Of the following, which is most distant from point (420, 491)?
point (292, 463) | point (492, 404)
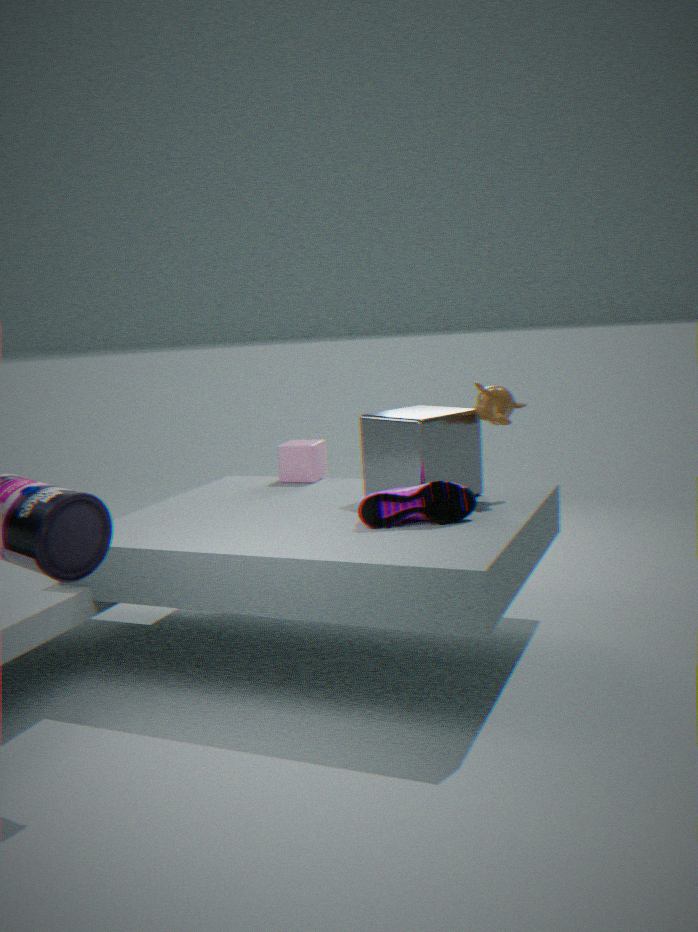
point (292, 463)
